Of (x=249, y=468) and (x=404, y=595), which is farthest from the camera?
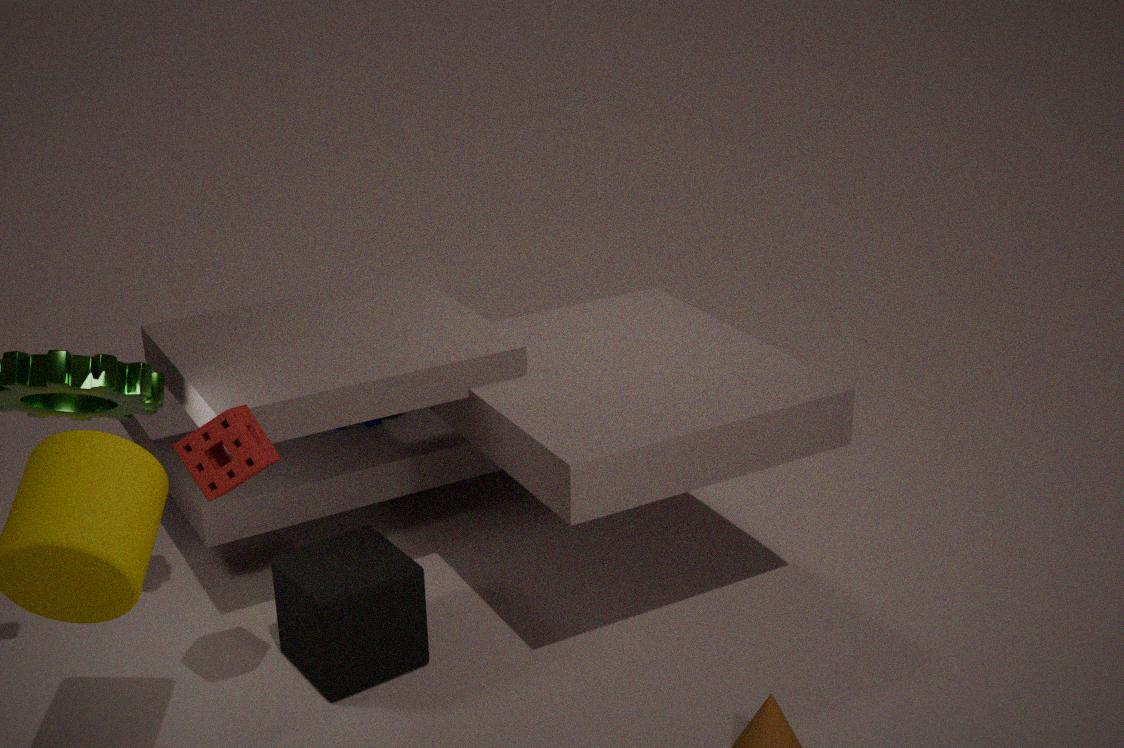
(x=404, y=595)
